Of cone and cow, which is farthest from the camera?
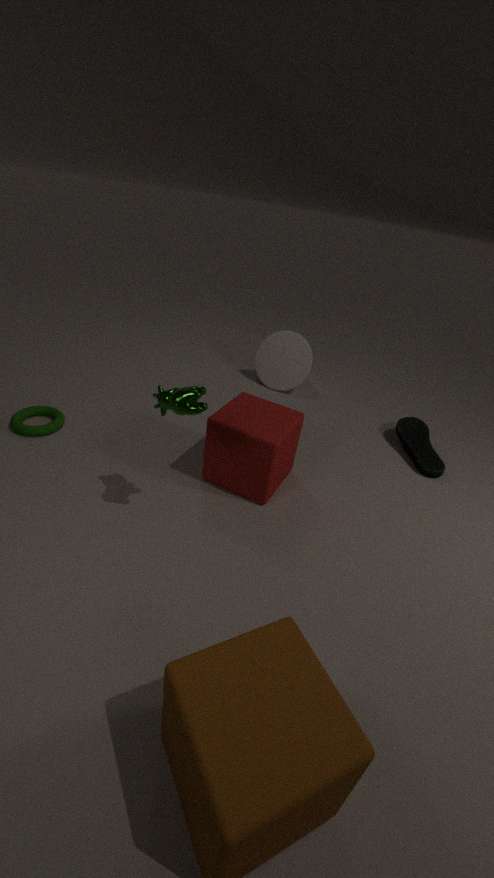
cone
